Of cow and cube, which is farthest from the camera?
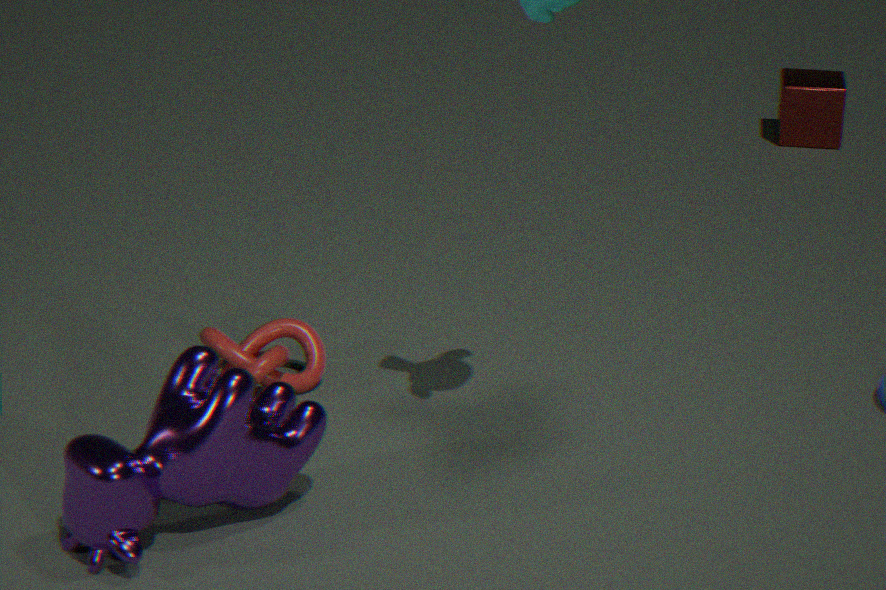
cube
